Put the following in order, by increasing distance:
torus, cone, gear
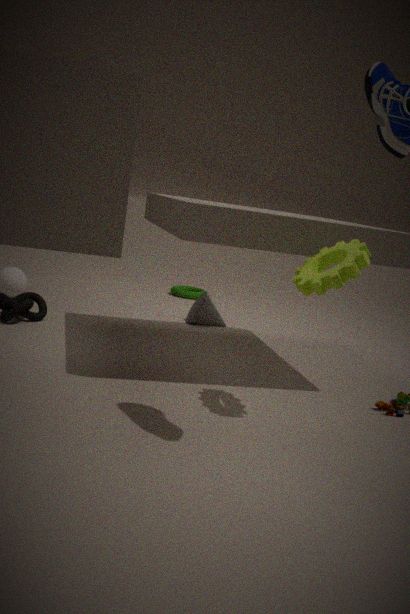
gear < cone < torus
